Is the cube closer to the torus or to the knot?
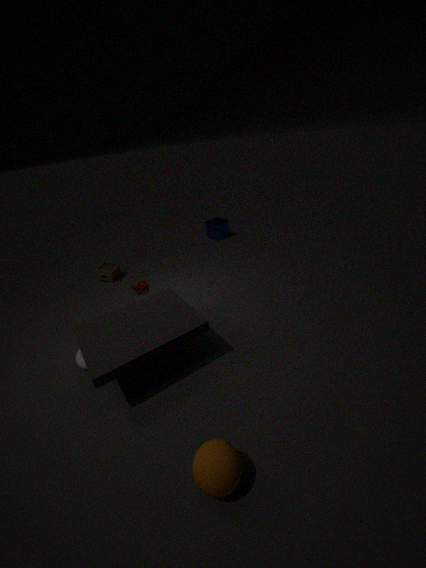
the knot
